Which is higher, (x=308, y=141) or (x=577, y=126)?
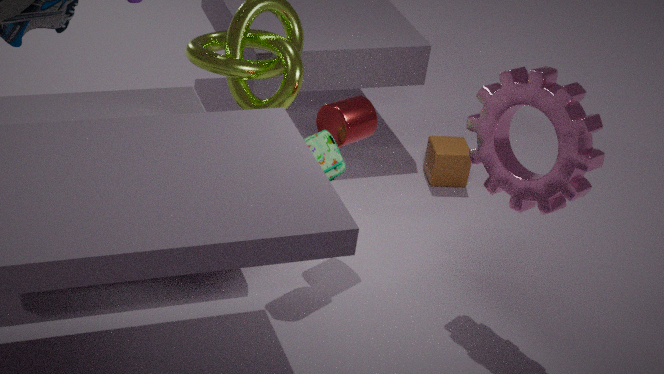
(x=577, y=126)
